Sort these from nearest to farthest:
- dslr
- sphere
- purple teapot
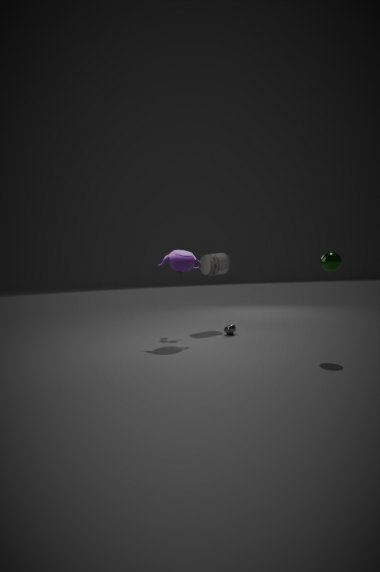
sphere → purple teapot → dslr
